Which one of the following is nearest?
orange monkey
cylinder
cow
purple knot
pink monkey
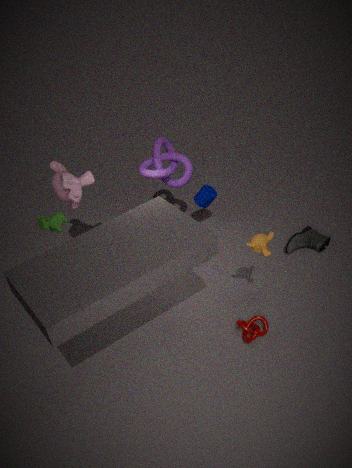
cow
